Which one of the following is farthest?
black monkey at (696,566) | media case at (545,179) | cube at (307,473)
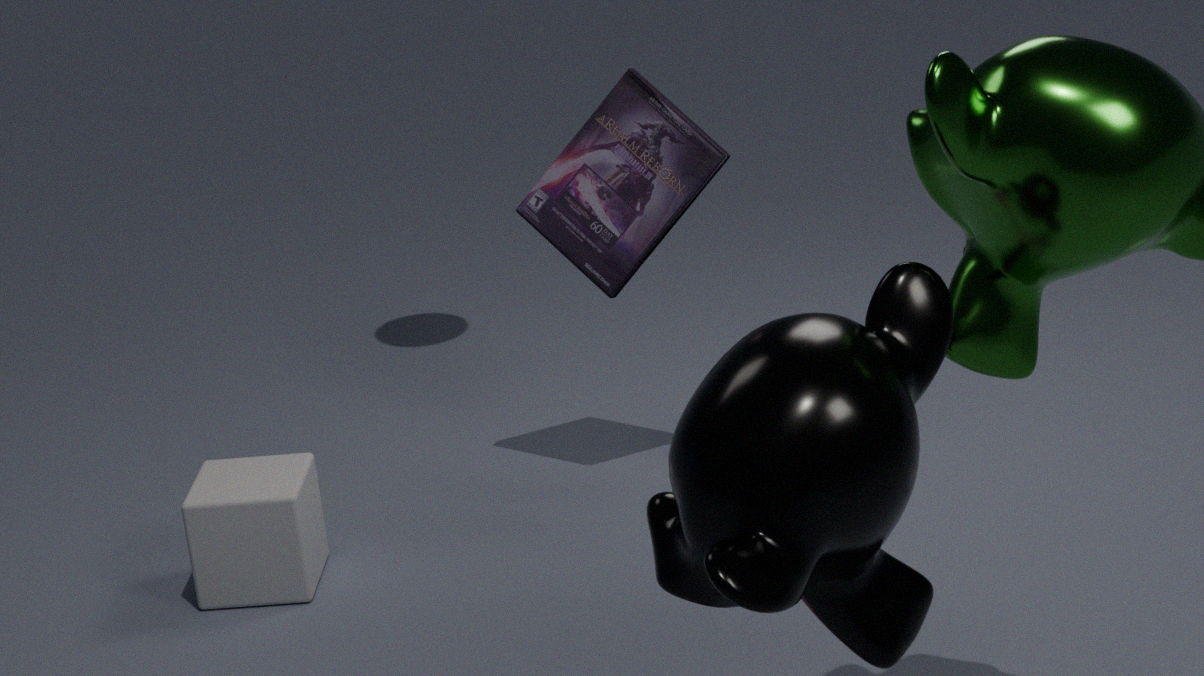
media case at (545,179)
